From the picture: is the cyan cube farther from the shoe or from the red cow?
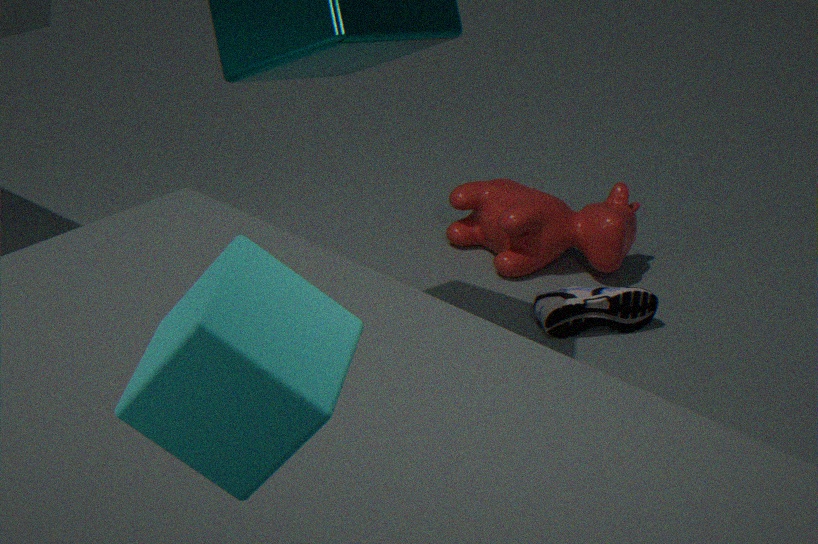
Result: the red cow
